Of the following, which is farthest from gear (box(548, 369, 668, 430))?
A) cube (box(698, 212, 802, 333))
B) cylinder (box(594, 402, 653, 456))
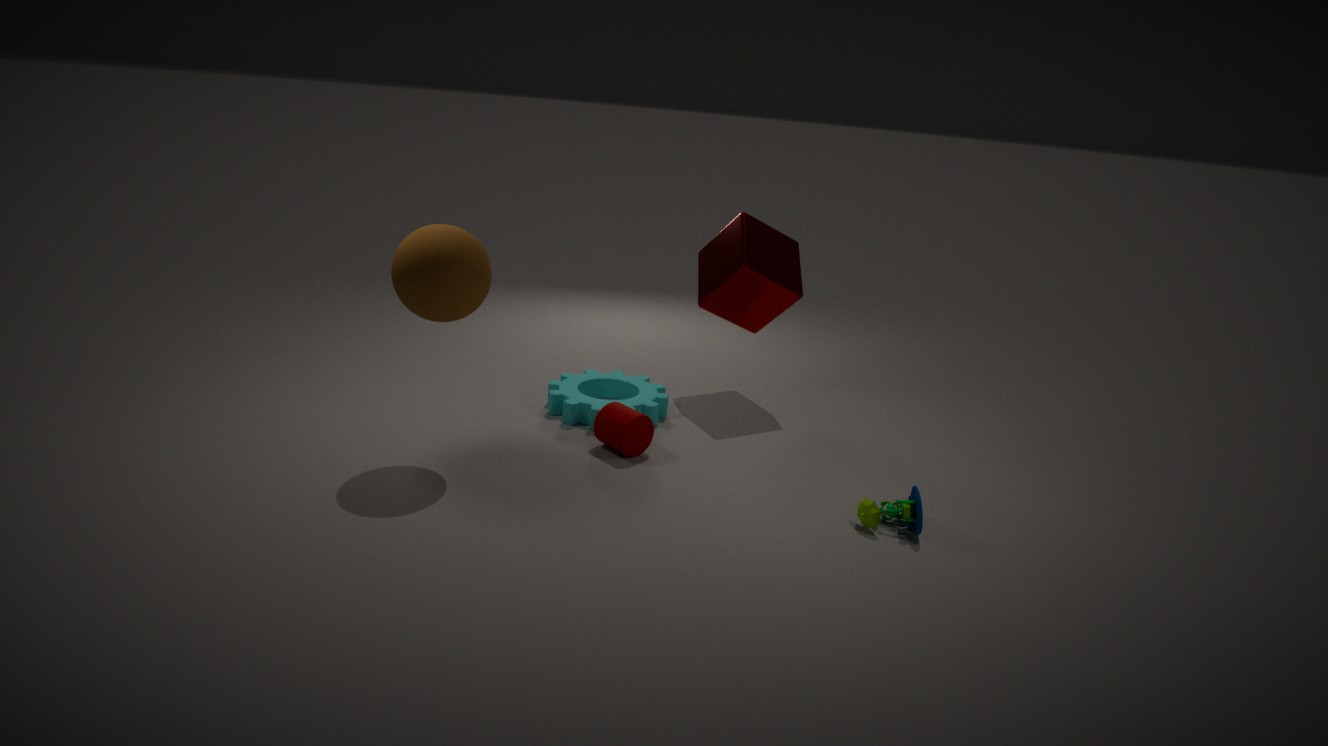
cube (box(698, 212, 802, 333))
